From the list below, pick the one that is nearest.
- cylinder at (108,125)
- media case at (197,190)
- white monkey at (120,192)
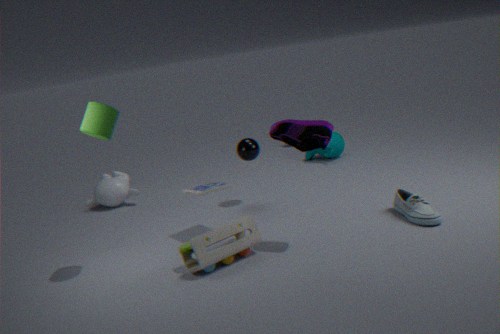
cylinder at (108,125)
